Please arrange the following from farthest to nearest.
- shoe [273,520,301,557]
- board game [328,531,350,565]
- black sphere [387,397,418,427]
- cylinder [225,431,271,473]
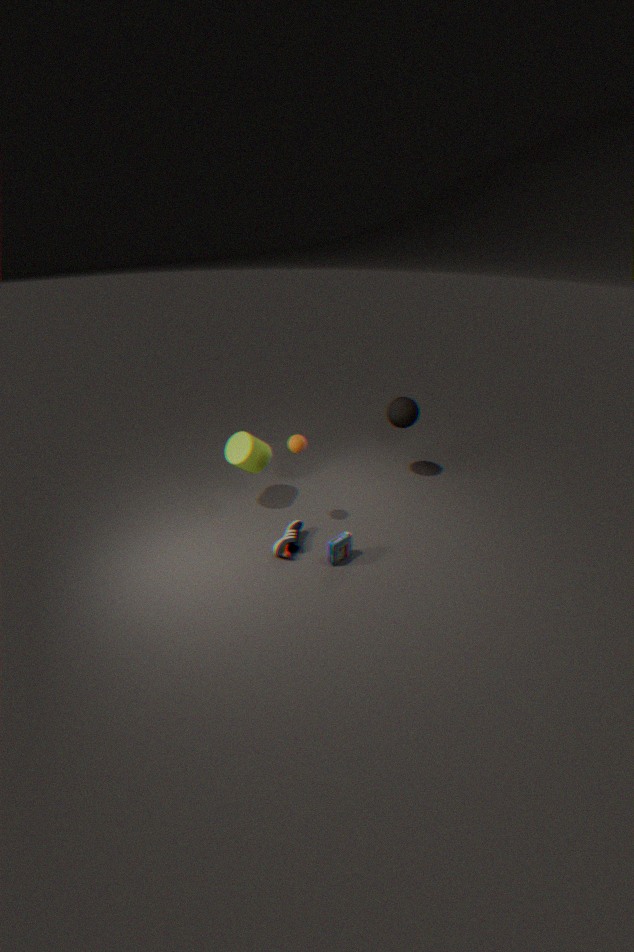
black sphere [387,397,418,427], cylinder [225,431,271,473], shoe [273,520,301,557], board game [328,531,350,565]
